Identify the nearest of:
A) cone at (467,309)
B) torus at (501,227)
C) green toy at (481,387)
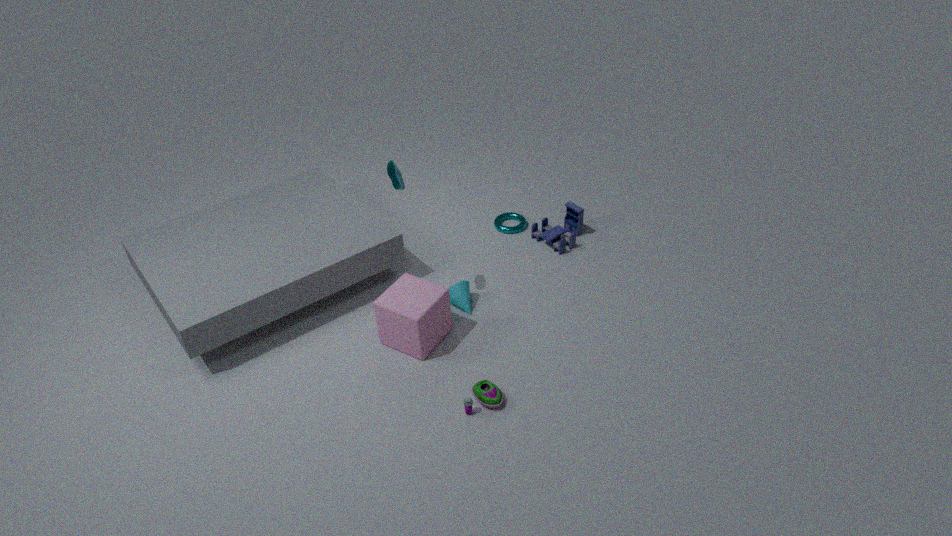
green toy at (481,387)
